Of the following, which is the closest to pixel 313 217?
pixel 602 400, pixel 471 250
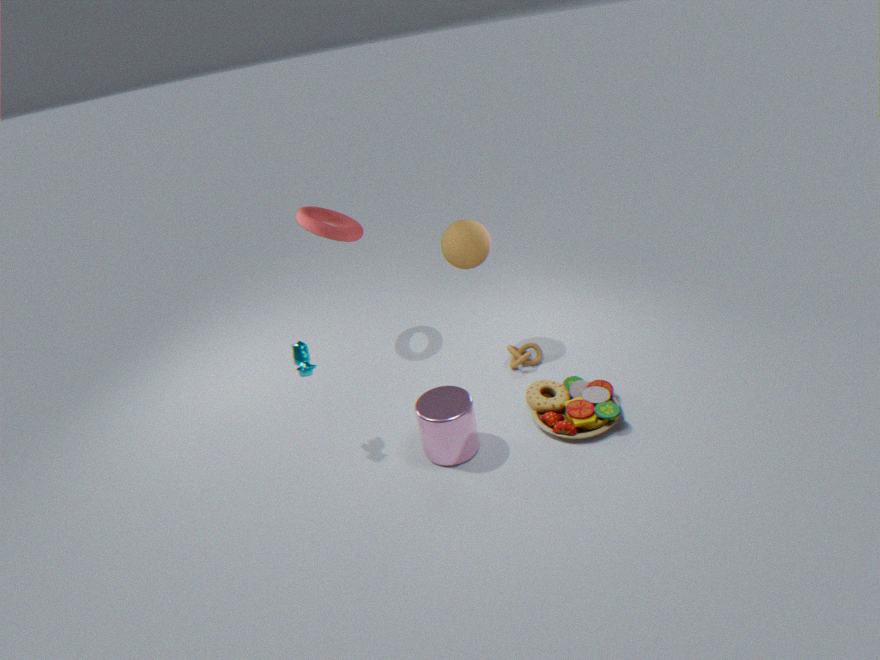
pixel 471 250
